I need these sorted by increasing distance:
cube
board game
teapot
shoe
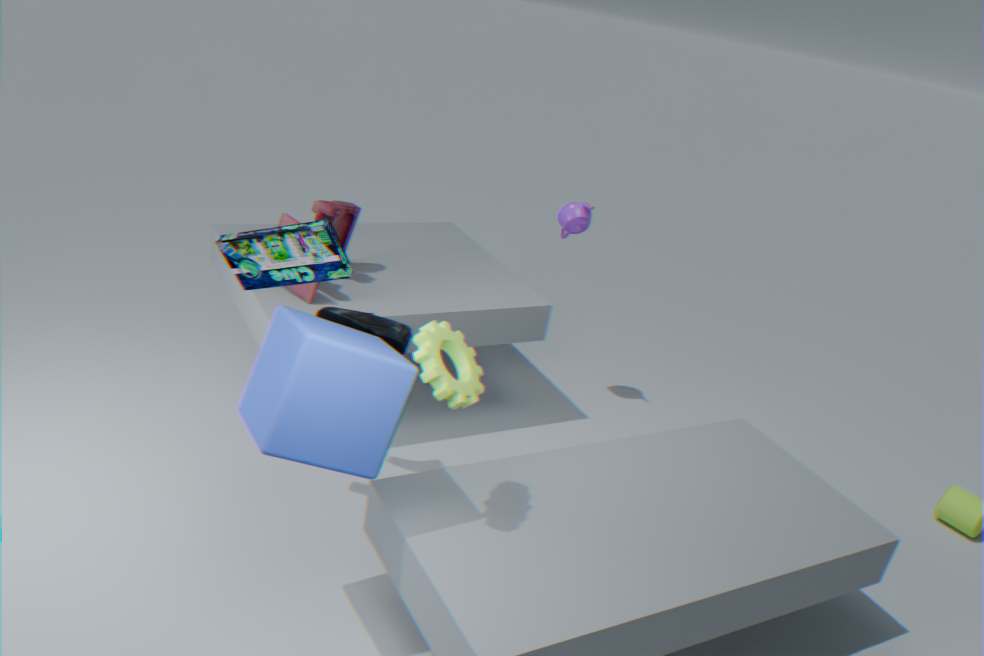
cube, board game, shoe, teapot
